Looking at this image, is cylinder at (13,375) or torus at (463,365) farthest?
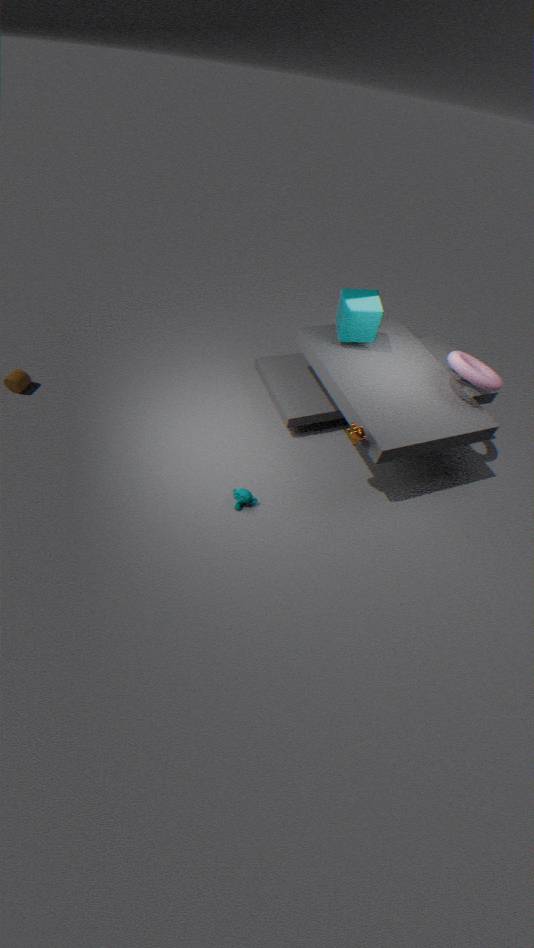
cylinder at (13,375)
